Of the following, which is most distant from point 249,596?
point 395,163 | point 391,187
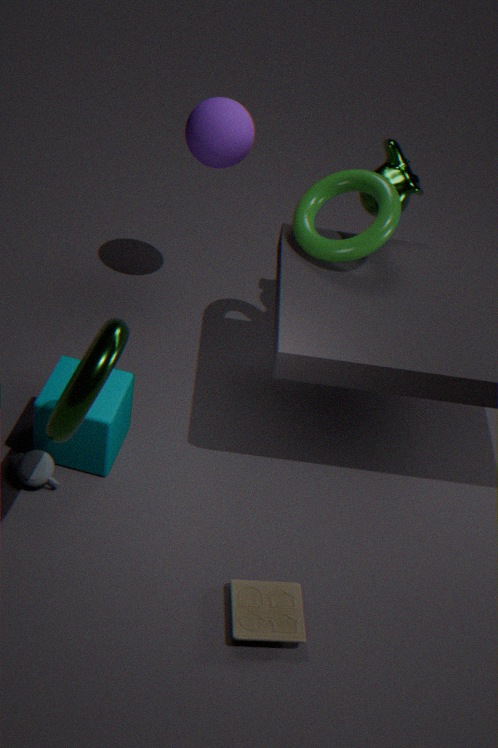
point 395,163
